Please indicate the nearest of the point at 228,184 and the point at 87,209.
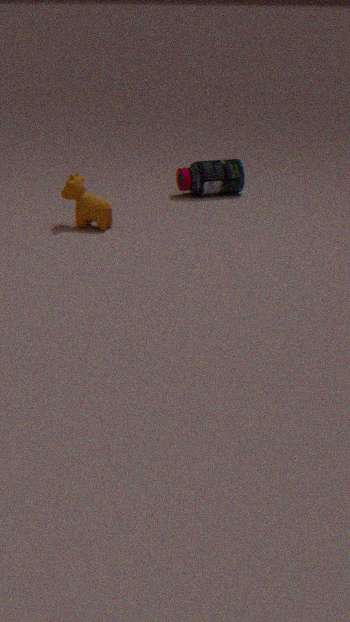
the point at 87,209
